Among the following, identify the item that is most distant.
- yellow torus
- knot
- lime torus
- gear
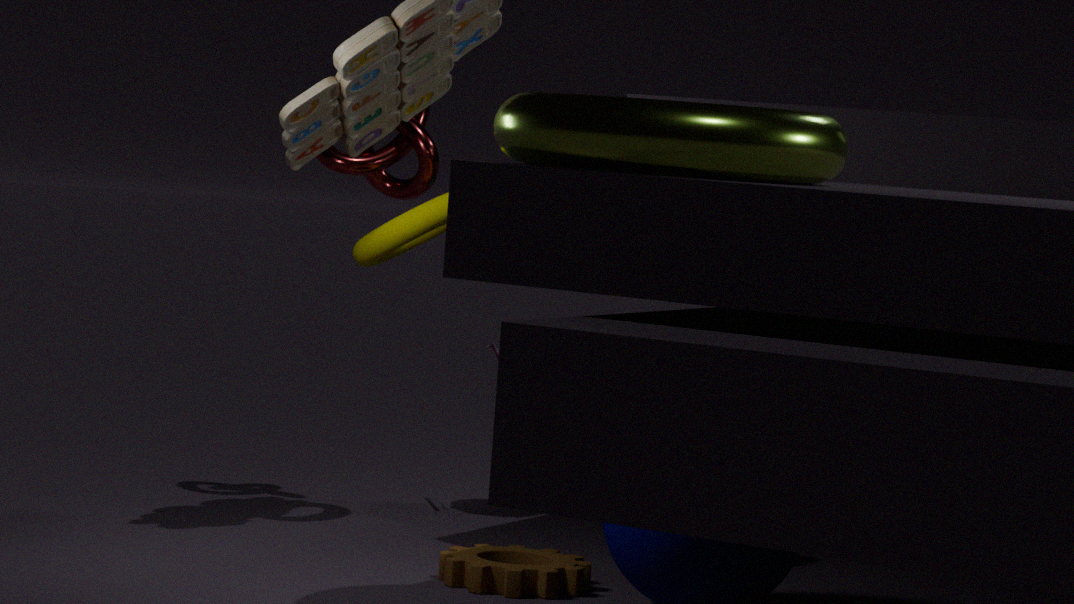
knot
